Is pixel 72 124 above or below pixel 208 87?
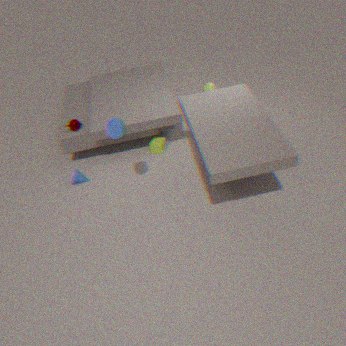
below
